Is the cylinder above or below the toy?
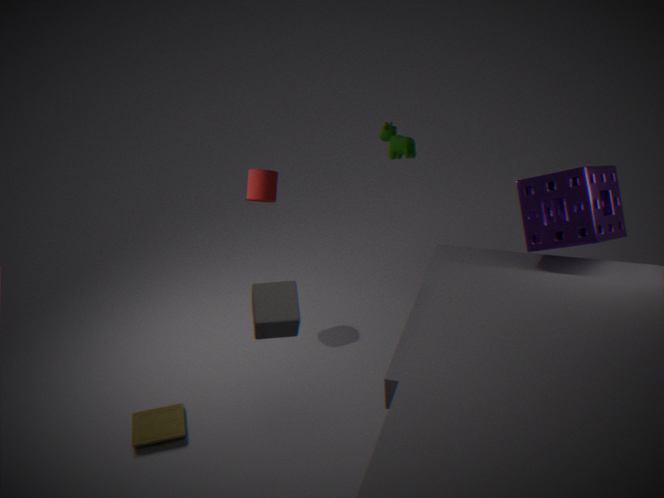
above
